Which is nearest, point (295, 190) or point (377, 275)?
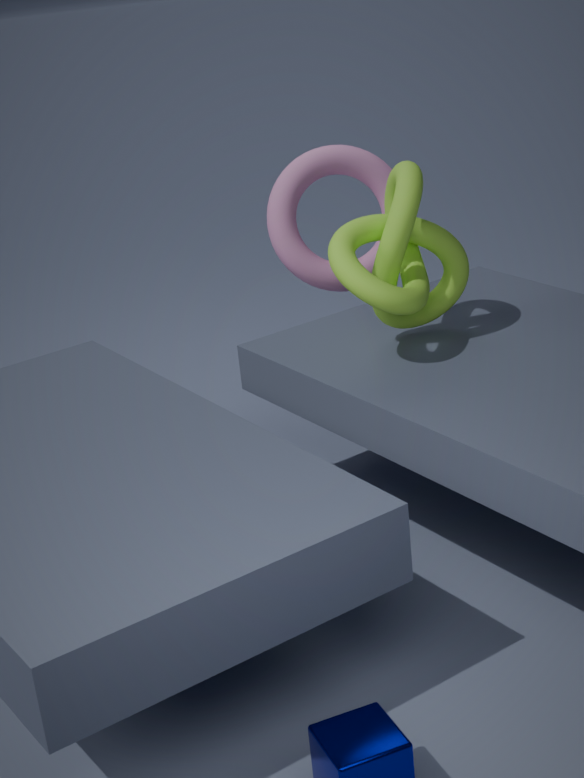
point (377, 275)
